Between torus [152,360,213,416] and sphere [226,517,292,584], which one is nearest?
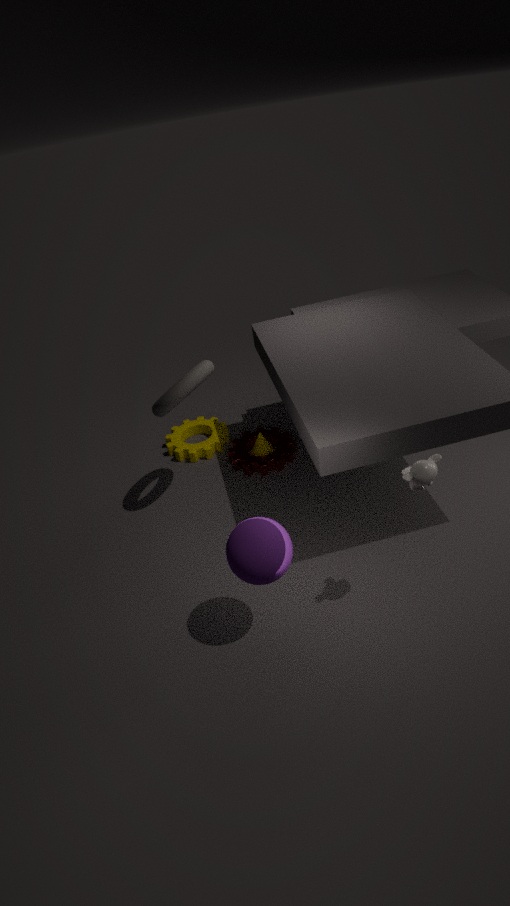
sphere [226,517,292,584]
